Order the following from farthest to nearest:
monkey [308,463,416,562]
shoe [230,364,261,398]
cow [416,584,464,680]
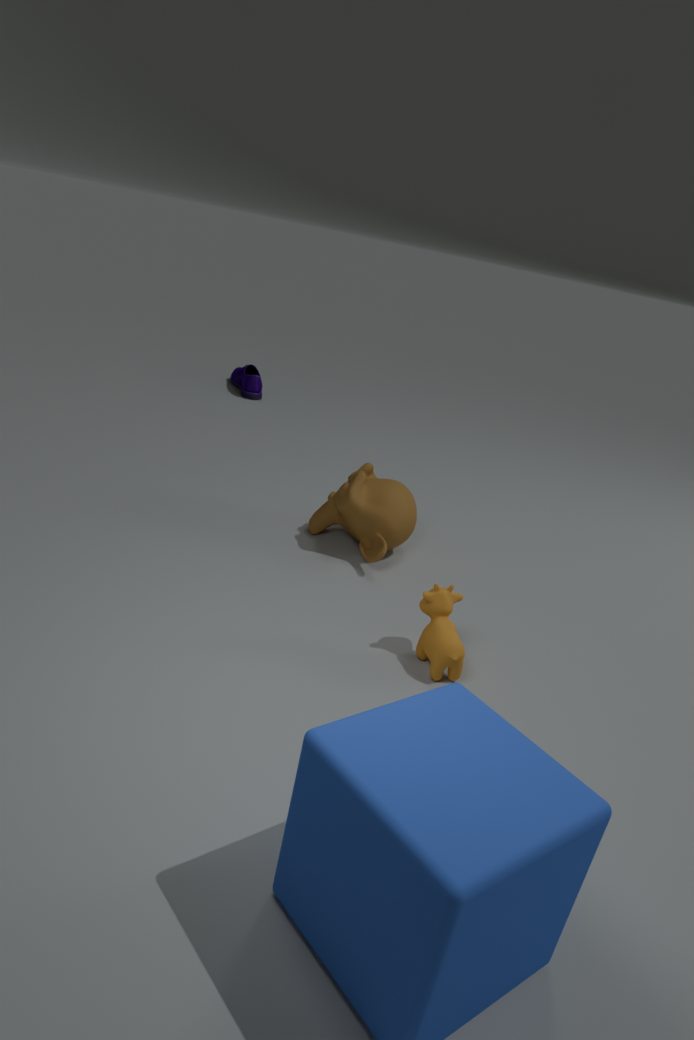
shoe [230,364,261,398] → monkey [308,463,416,562] → cow [416,584,464,680]
